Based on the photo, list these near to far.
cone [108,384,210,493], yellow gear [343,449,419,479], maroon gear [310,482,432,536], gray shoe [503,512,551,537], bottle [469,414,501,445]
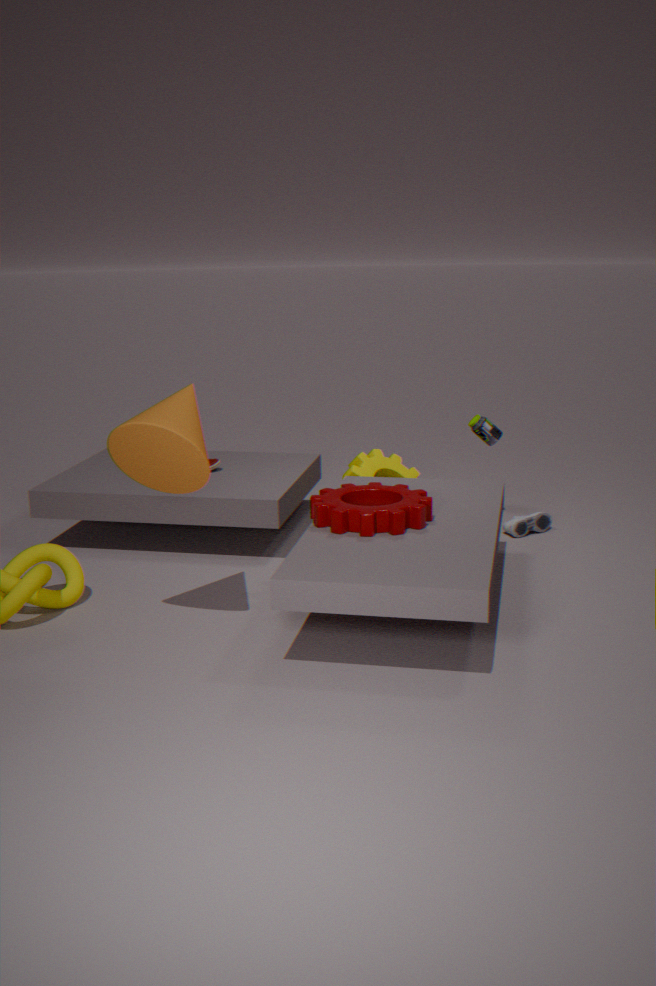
1. cone [108,384,210,493]
2. maroon gear [310,482,432,536]
3. yellow gear [343,449,419,479]
4. gray shoe [503,512,551,537]
5. bottle [469,414,501,445]
